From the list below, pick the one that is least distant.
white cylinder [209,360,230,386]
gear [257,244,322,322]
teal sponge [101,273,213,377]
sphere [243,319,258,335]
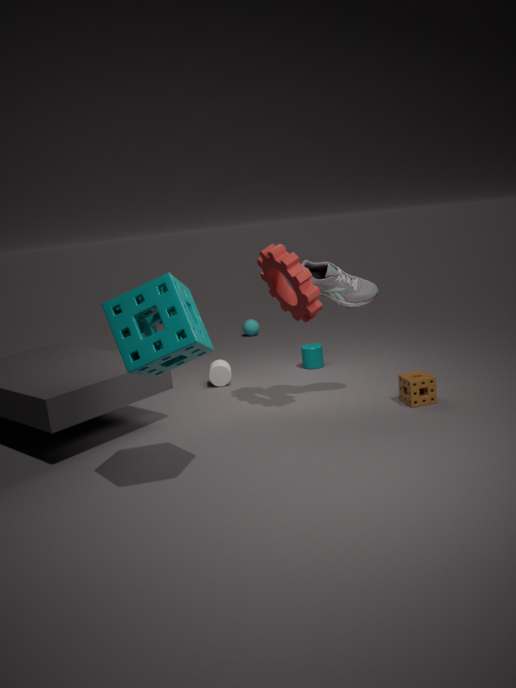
teal sponge [101,273,213,377]
